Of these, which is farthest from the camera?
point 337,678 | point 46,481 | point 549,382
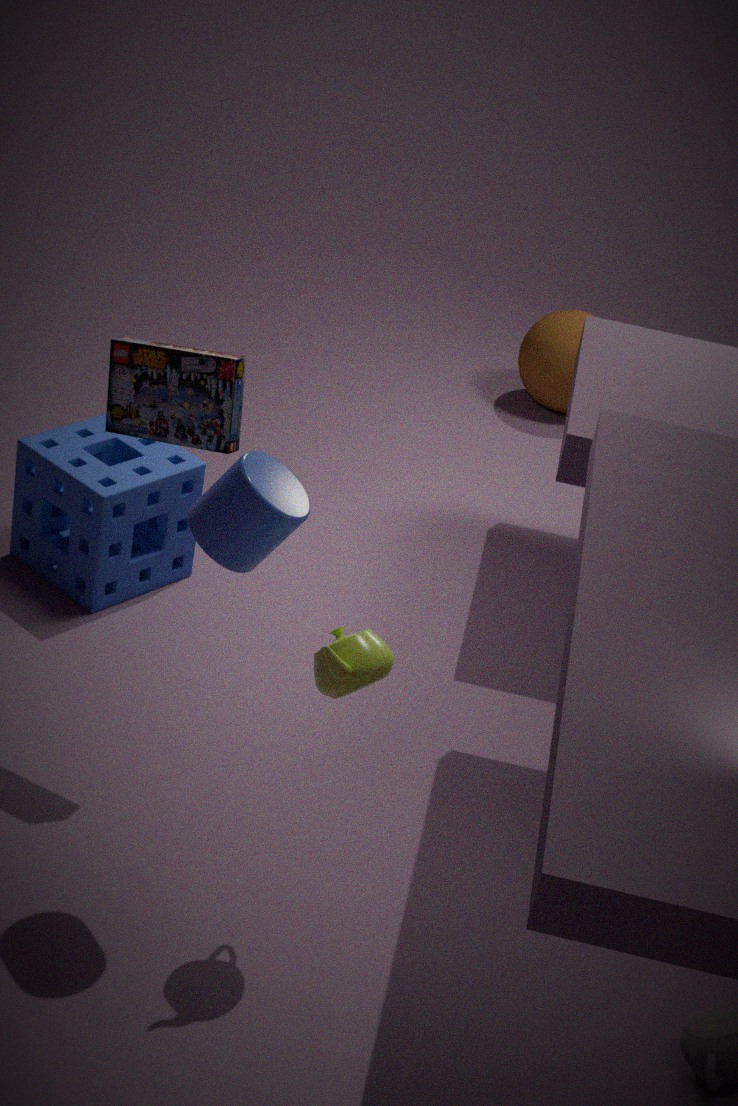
point 549,382
